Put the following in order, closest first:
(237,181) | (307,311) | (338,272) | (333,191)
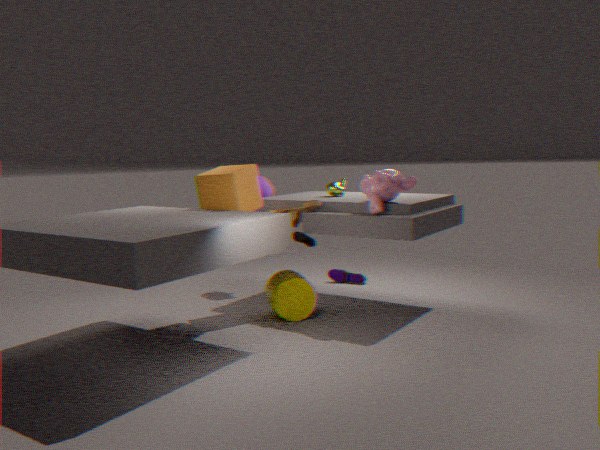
(237,181), (307,311), (333,191), (338,272)
